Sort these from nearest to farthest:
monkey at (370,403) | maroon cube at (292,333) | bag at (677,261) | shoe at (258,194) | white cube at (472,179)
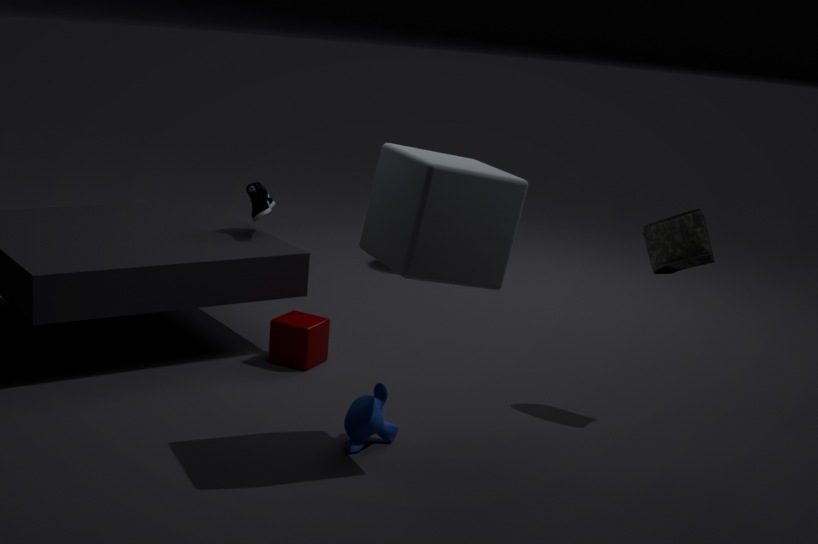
white cube at (472,179) → monkey at (370,403) → bag at (677,261) → maroon cube at (292,333) → shoe at (258,194)
